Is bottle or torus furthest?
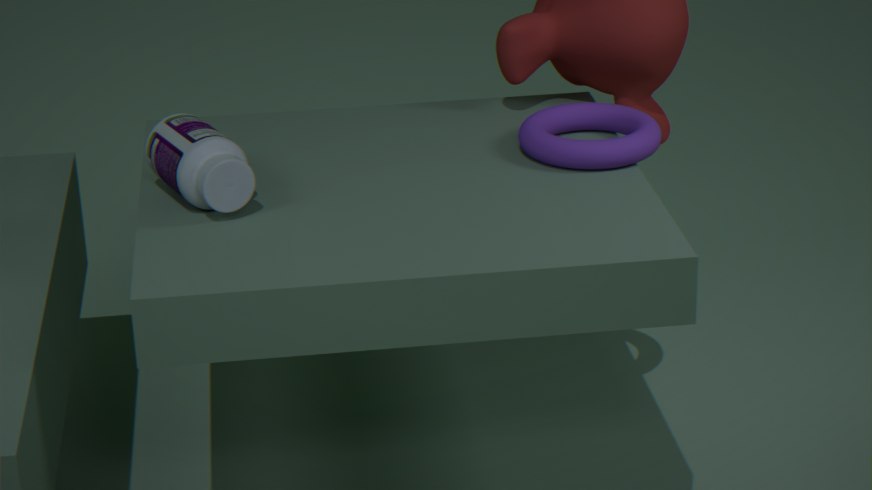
torus
